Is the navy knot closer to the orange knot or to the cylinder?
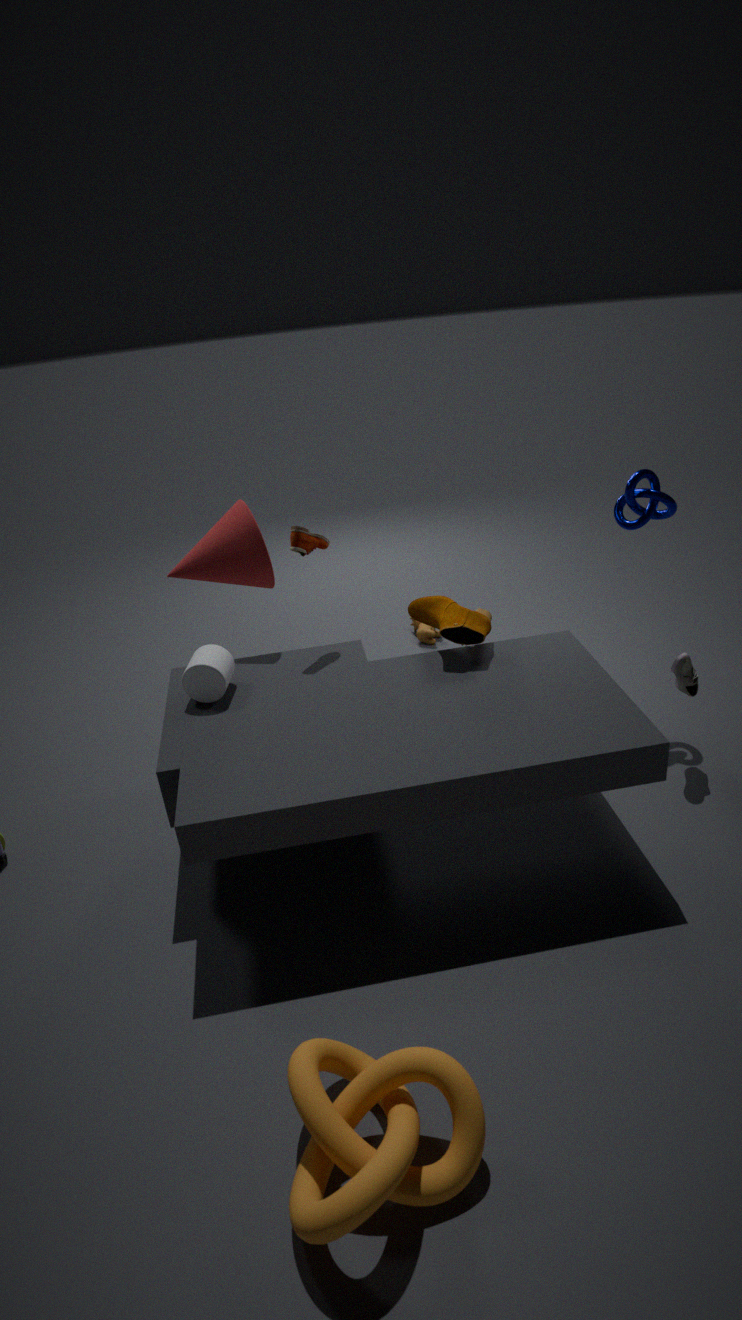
the cylinder
